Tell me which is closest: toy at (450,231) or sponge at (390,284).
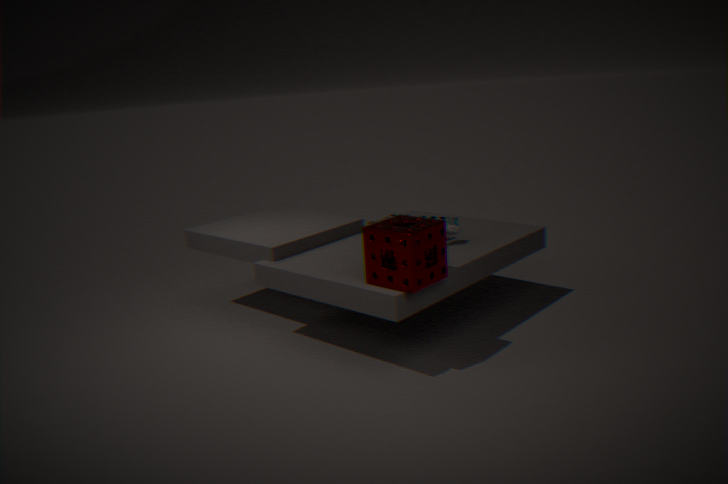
sponge at (390,284)
